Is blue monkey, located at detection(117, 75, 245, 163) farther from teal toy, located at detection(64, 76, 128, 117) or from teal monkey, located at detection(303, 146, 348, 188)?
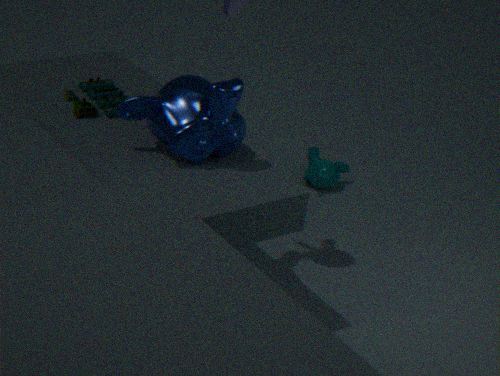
teal monkey, located at detection(303, 146, 348, 188)
